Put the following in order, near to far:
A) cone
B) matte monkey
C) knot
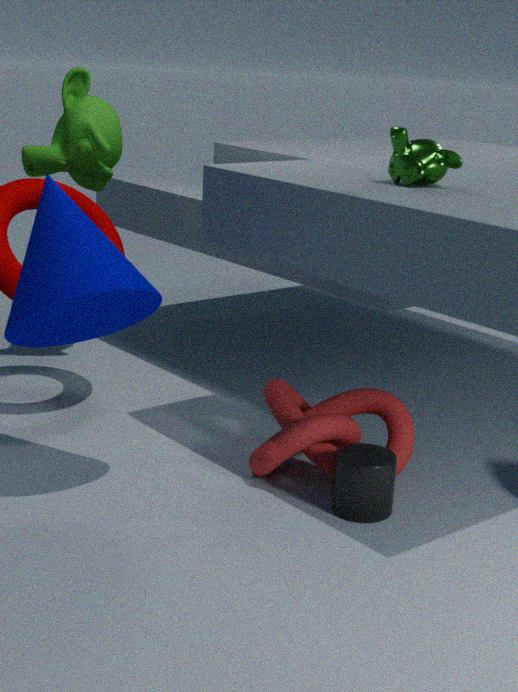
cone
knot
matte monkey
